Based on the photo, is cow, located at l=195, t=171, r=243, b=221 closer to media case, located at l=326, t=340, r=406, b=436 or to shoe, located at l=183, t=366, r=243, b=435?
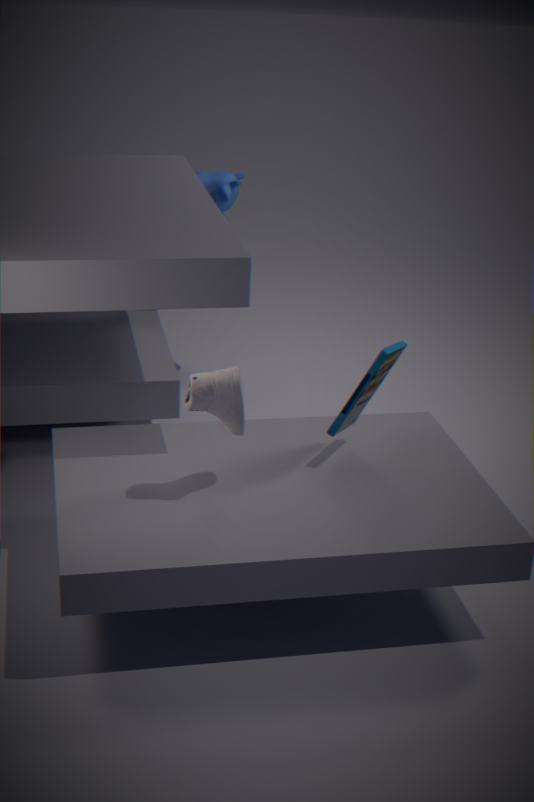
media case, located at l=326, t=340, r=406, b=436
